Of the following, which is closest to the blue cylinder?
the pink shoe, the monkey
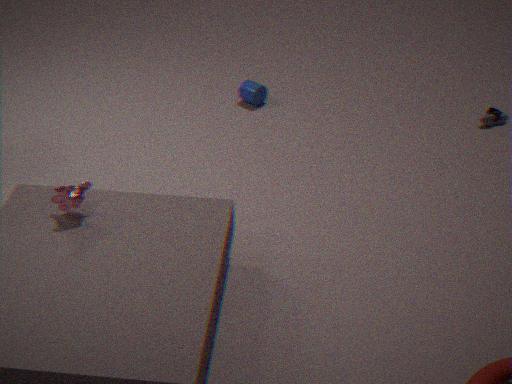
the pink shoe
